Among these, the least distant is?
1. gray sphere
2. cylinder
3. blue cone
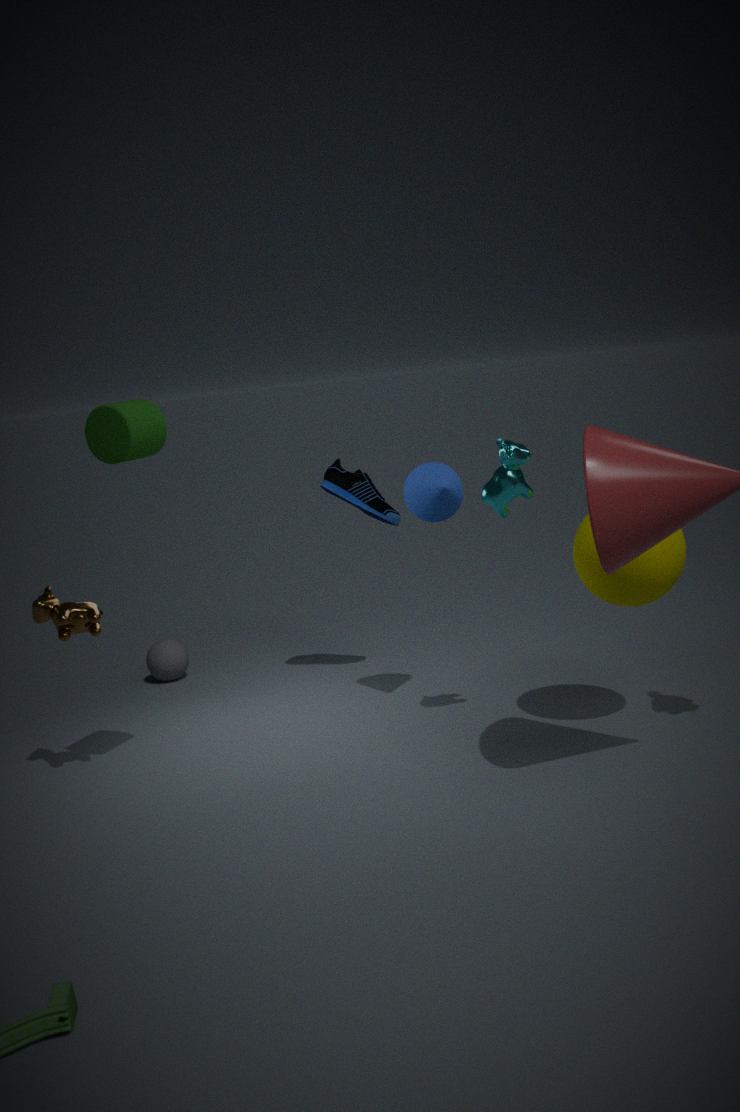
cylinder
